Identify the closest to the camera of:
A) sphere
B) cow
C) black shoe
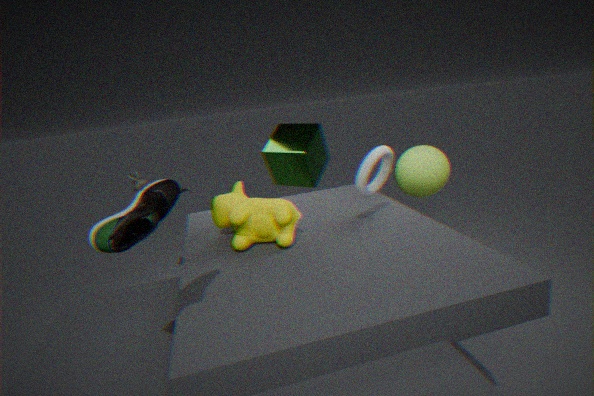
black shoe
